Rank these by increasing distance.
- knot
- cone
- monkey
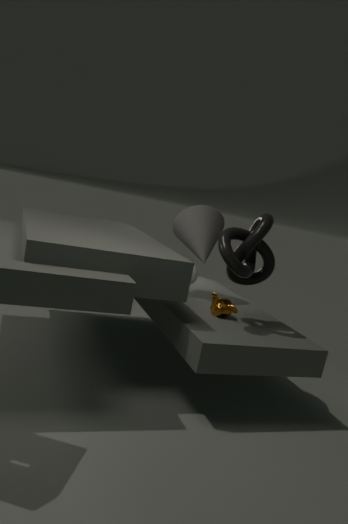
knot < monkey < cone
